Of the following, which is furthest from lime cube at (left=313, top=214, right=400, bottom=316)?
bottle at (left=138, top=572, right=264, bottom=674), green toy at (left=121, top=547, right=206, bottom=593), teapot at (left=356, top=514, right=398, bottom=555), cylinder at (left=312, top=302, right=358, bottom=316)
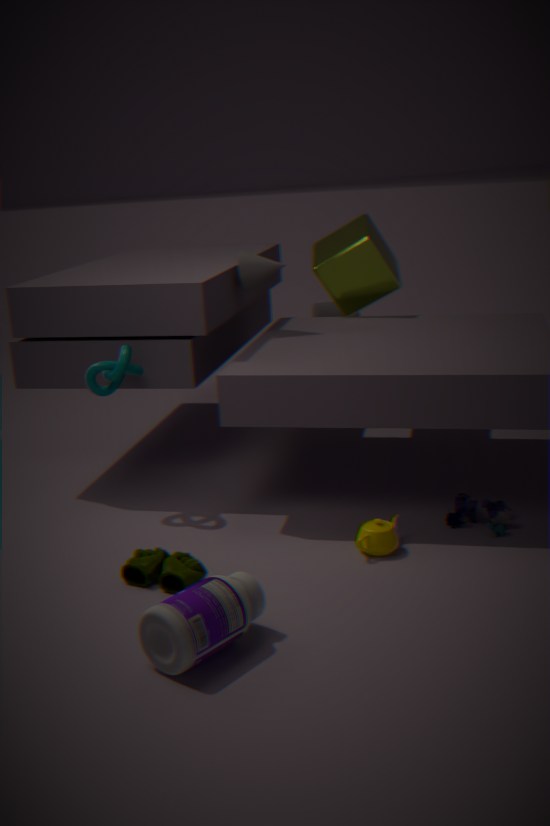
bottle at (left=138, top=572, right=264, bottom=674)
